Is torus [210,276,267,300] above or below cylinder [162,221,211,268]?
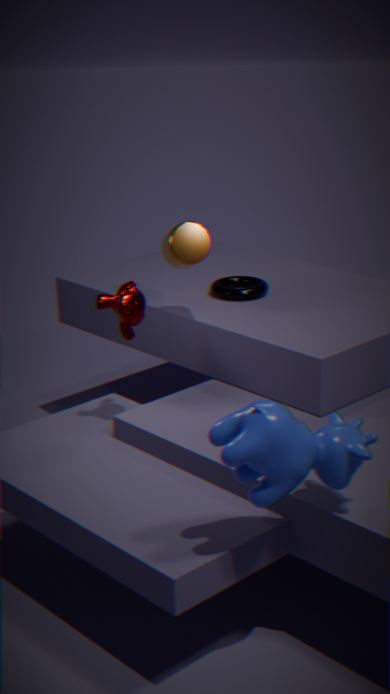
below
